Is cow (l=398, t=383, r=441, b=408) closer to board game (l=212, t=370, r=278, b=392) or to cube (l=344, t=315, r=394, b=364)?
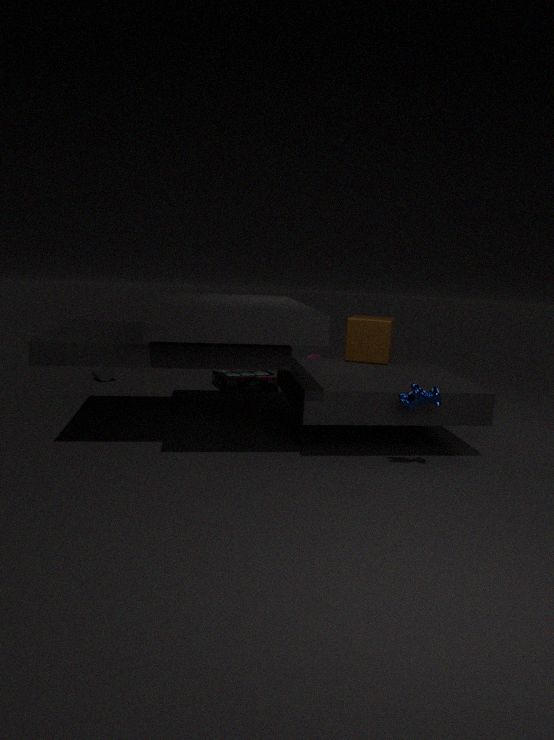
cube (l=344, t=315, r=394, b=364)
